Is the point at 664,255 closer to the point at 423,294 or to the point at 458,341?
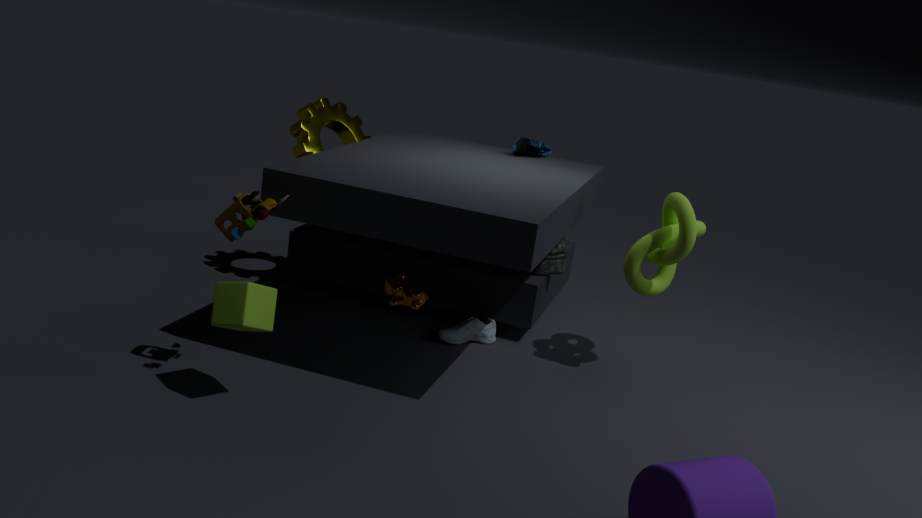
the point at 458,341
